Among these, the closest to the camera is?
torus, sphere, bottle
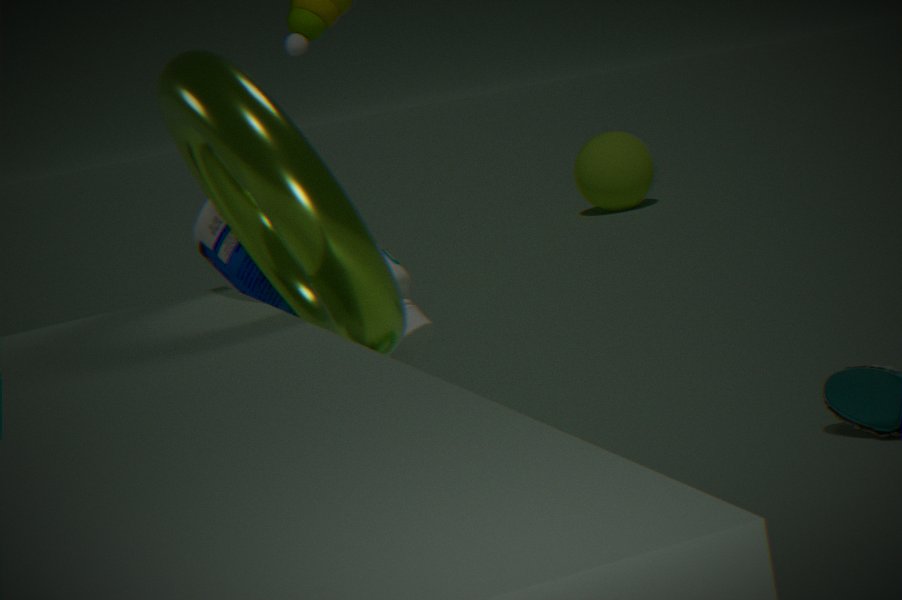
torus
